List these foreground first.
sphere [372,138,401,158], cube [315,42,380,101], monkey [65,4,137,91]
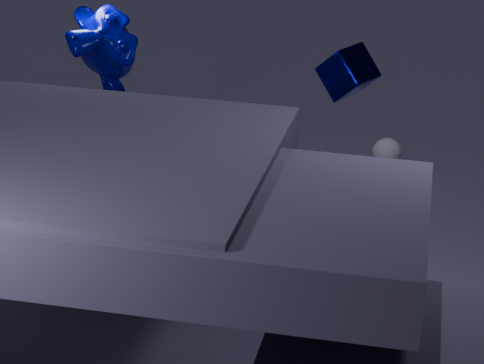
1. cube [315,42,380,101]
2. monkey [65,4,137,91]
3. sphere [372,138,401,158]
